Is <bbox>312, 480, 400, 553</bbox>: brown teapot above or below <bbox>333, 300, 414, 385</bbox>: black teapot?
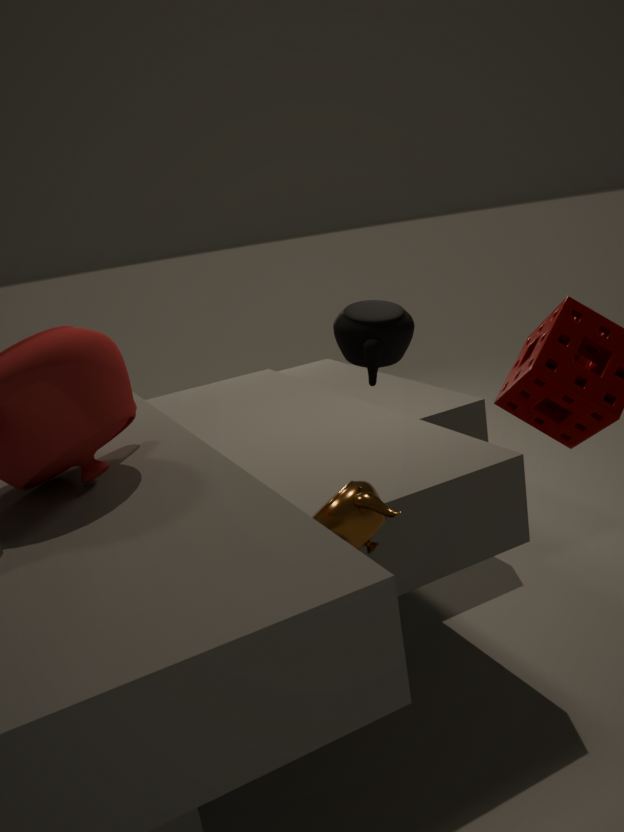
below
